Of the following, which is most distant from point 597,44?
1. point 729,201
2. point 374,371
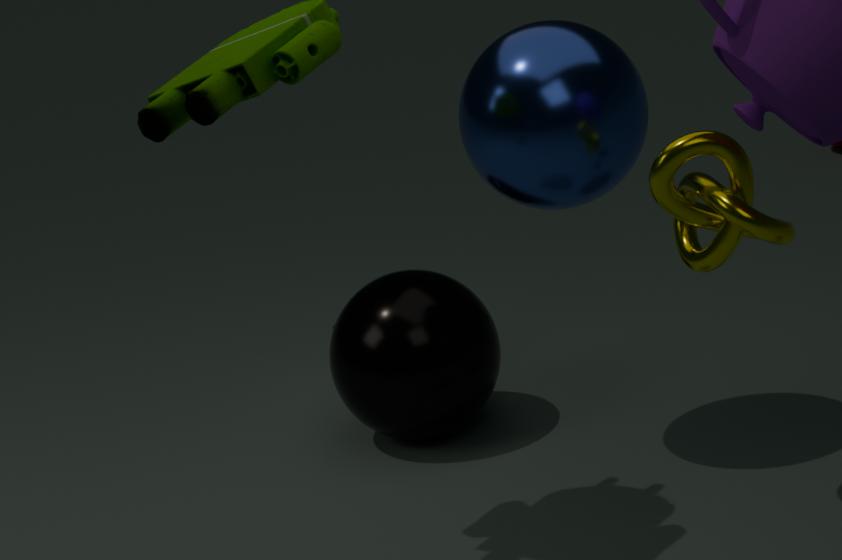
point 374,371
